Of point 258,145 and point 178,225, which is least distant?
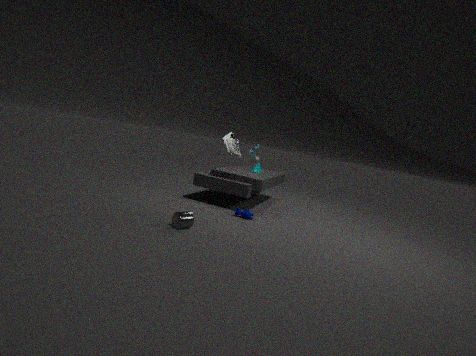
point 178,225
